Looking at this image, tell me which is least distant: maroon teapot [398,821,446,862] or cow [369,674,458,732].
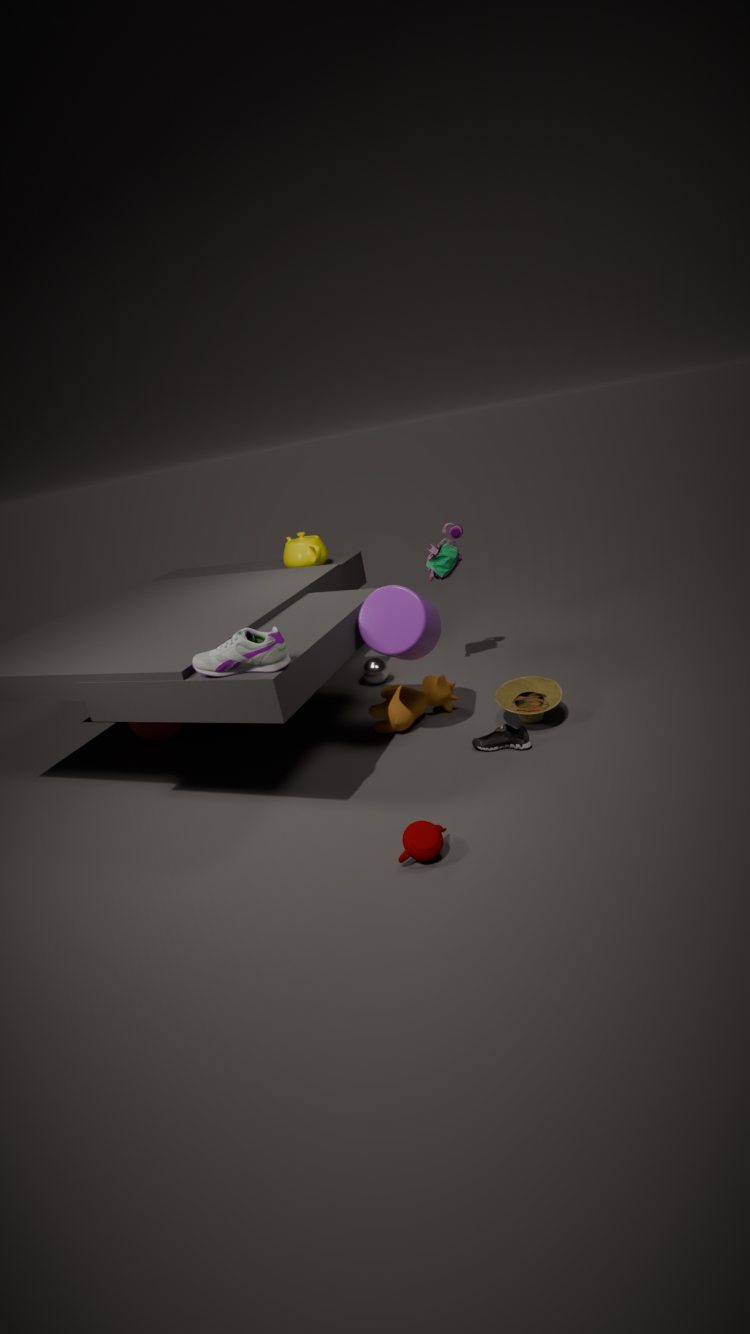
maroon teapot [398,821,446,862]
